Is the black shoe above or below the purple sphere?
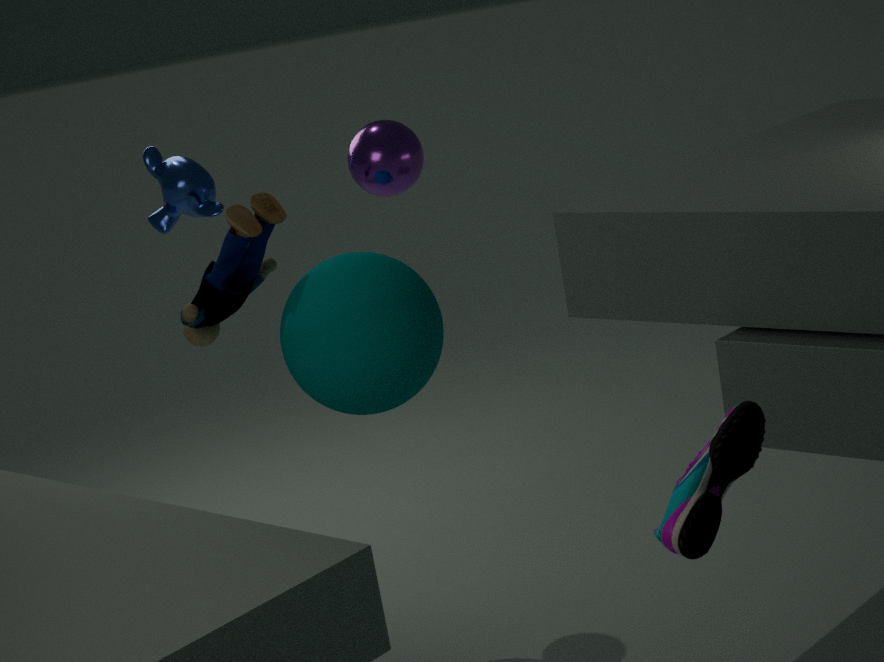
below
